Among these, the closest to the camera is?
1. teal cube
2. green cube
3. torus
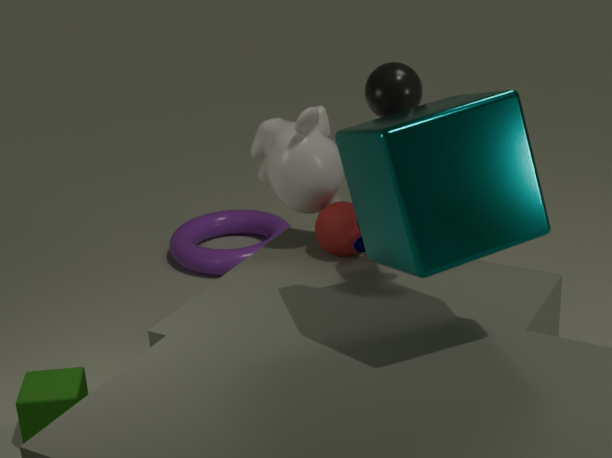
teal cube
